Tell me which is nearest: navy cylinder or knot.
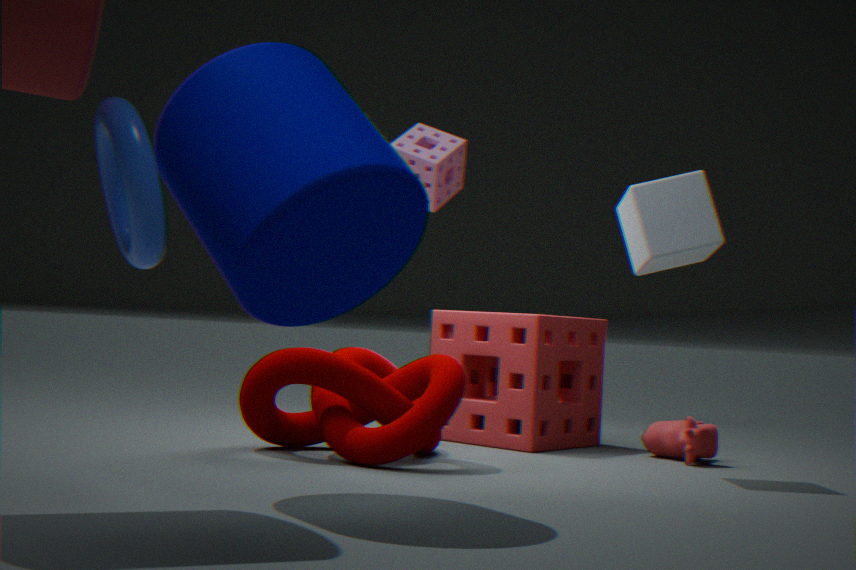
navy cylinder
